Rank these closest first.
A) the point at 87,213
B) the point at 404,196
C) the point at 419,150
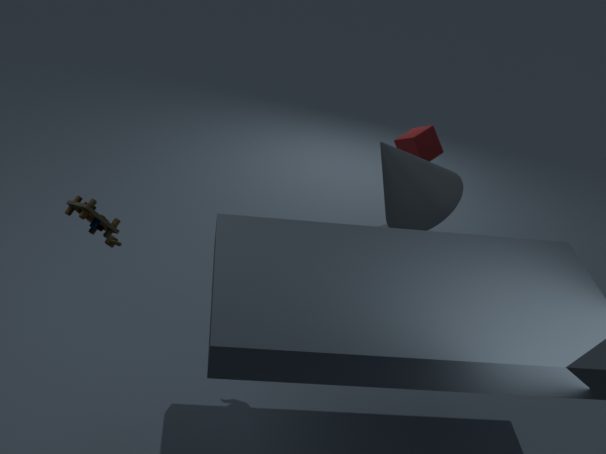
1. the point at 87,213
2. the point at 404,196
3. the point at 419,150
